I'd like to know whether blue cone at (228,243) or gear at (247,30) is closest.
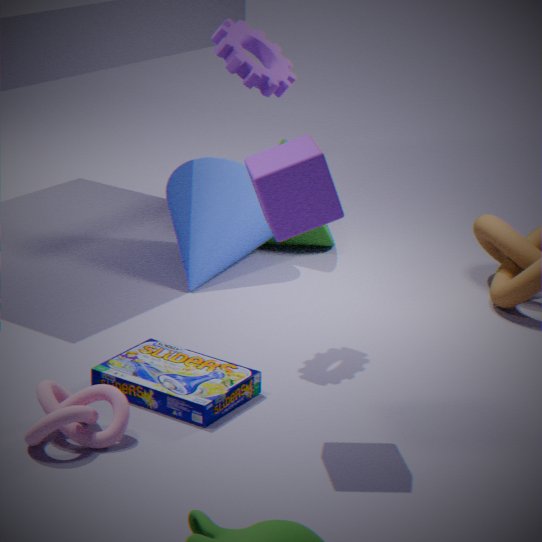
gear at (247,30)
